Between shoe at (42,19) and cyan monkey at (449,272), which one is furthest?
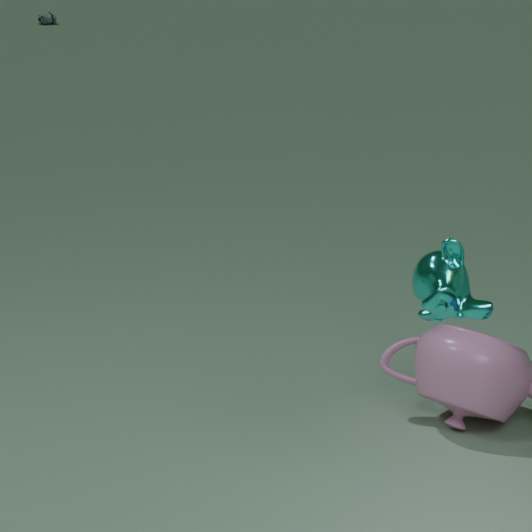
shoe at (42,19)
